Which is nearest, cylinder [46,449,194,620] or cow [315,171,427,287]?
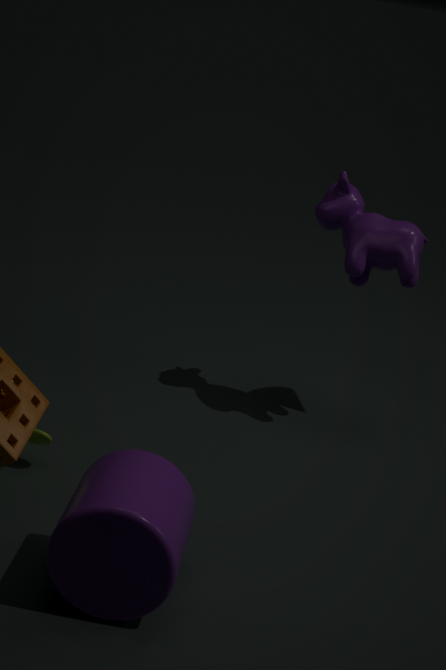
cylinder [46,449,194,620]
